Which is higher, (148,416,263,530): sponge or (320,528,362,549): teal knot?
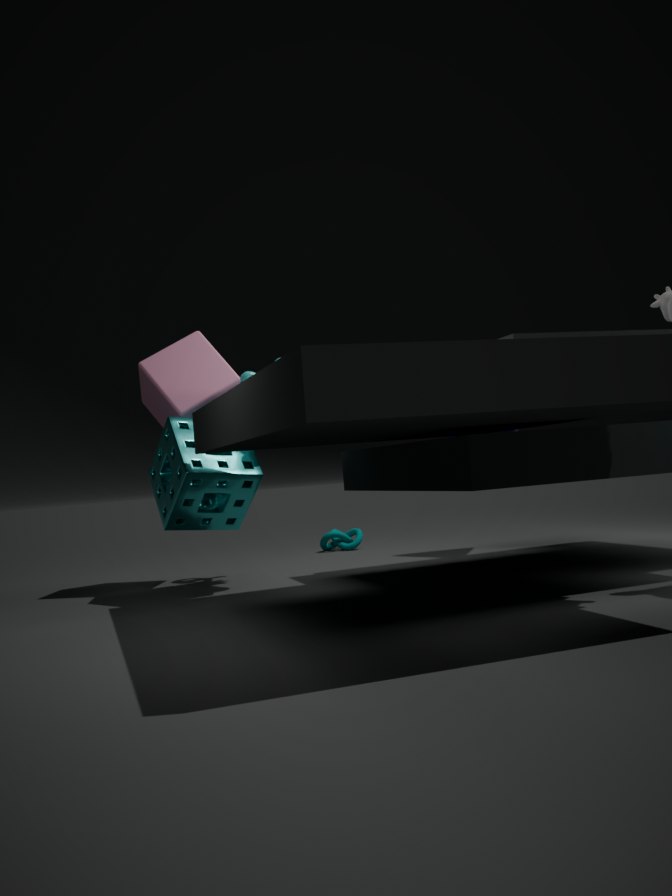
(148,416,263,530): sponge
